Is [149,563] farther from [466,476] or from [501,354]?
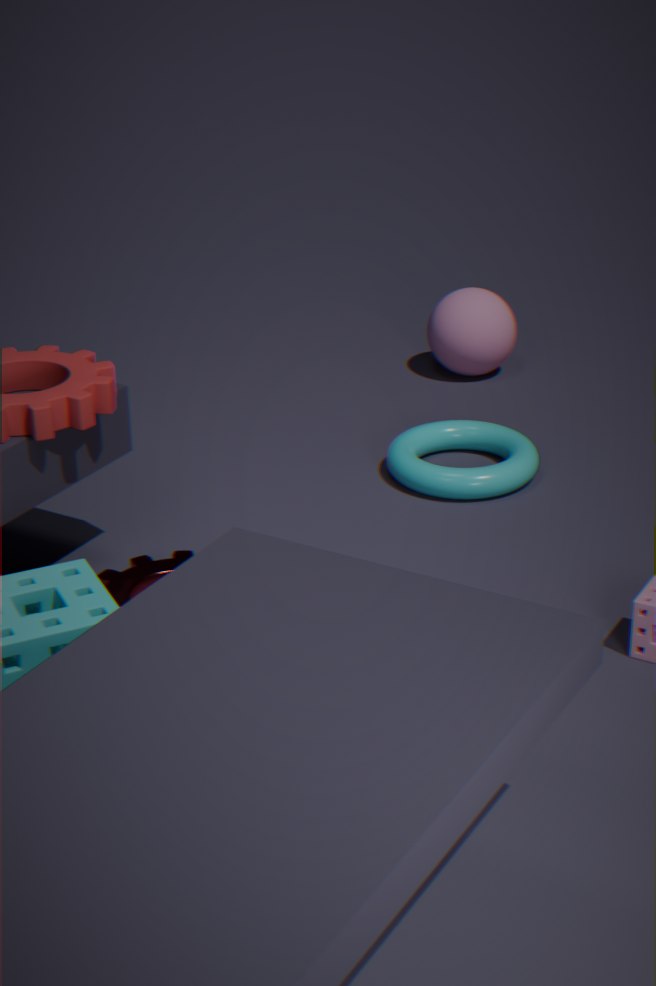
[501,354]
